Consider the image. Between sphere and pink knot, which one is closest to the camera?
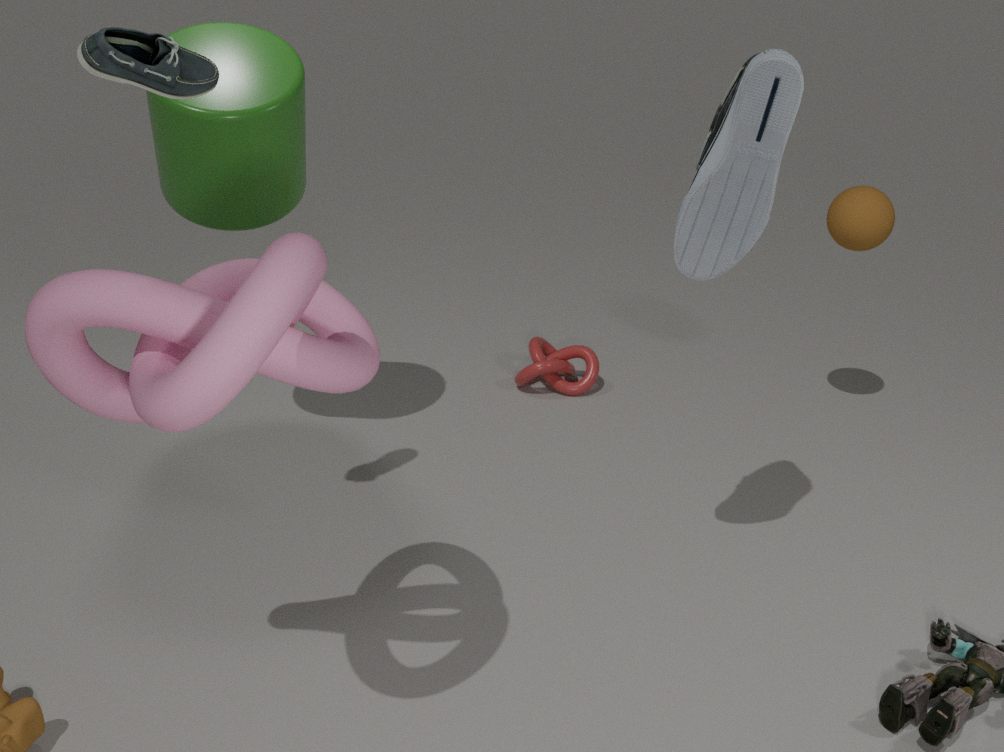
pink knot
